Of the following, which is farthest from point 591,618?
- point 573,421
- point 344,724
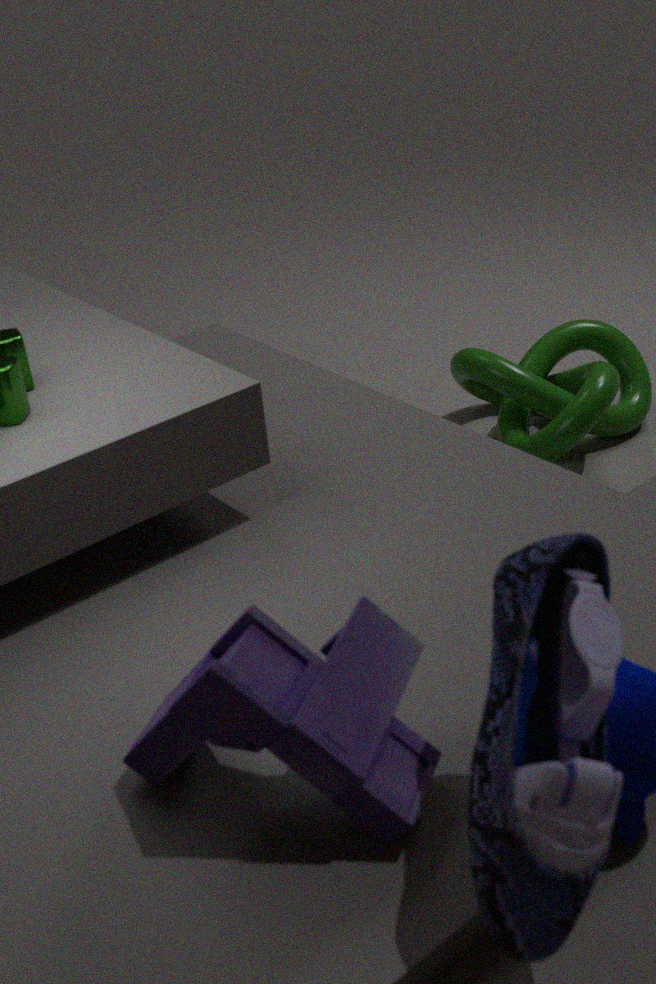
point 573,421
